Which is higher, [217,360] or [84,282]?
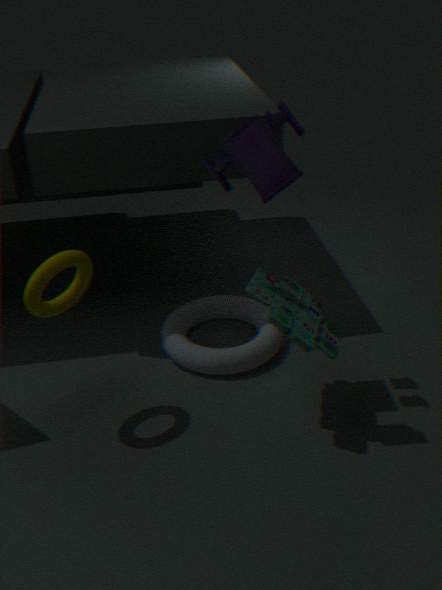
[84,282]
